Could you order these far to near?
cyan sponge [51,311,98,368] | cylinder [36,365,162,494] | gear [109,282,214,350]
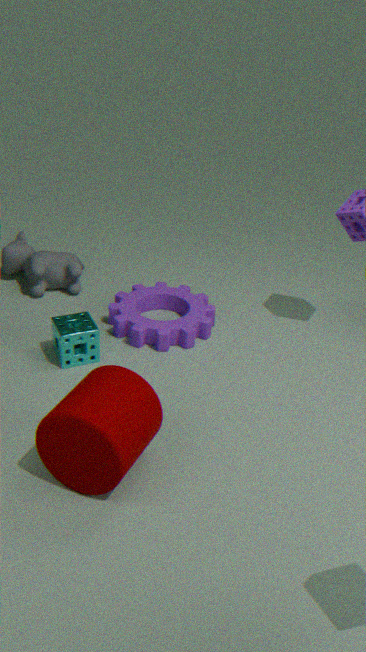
gear [109,282,214,350] → cyan sponge [51,311,98,368] → cylinder [36,365,162,494]
